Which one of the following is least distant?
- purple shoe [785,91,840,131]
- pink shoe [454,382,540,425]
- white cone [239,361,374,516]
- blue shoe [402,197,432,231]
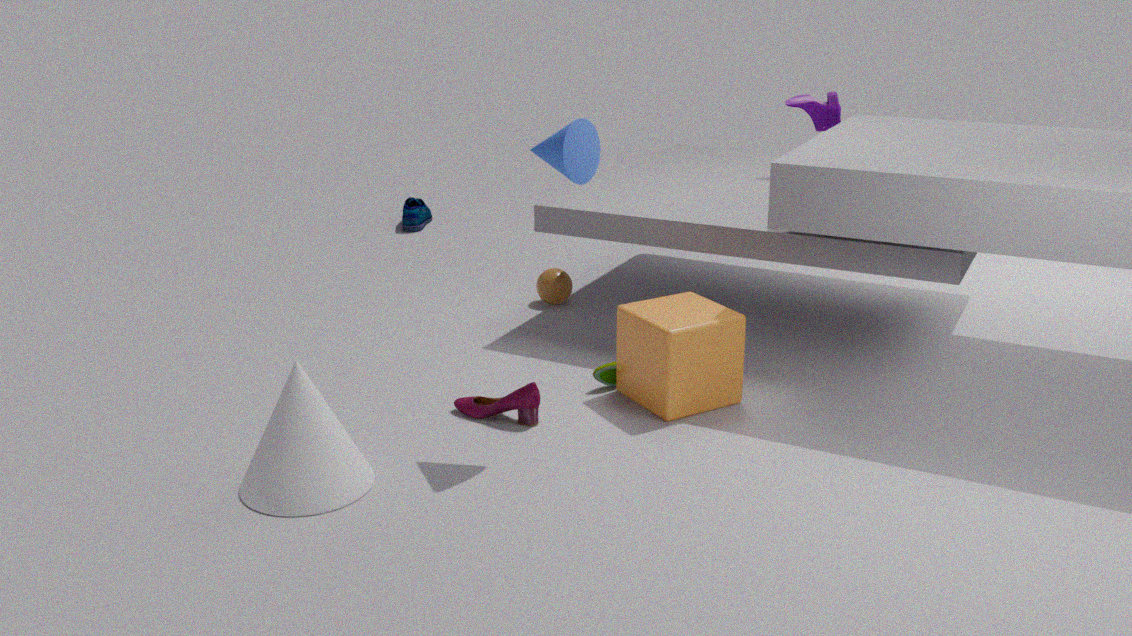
white cone [239,361,374,516]
